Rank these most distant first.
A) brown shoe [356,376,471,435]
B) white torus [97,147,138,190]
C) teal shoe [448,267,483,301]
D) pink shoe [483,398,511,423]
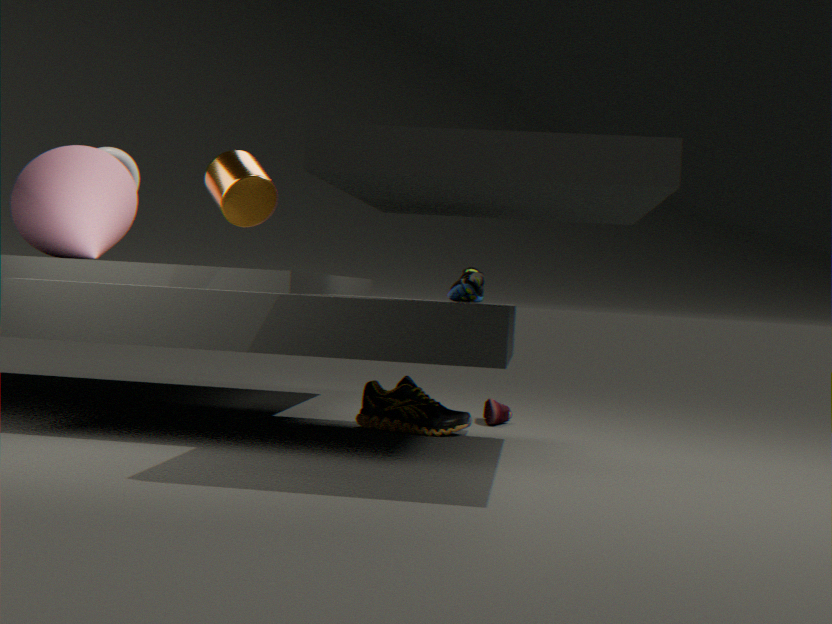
white torus [97,147,138,190], pink shoe [483,398,511,423], brown shoe [356,376,471,435], teal shoe [448,267,483,301]
